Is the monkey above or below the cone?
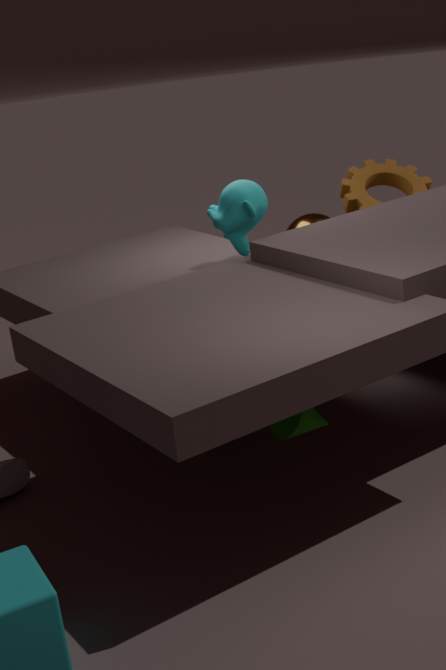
above
